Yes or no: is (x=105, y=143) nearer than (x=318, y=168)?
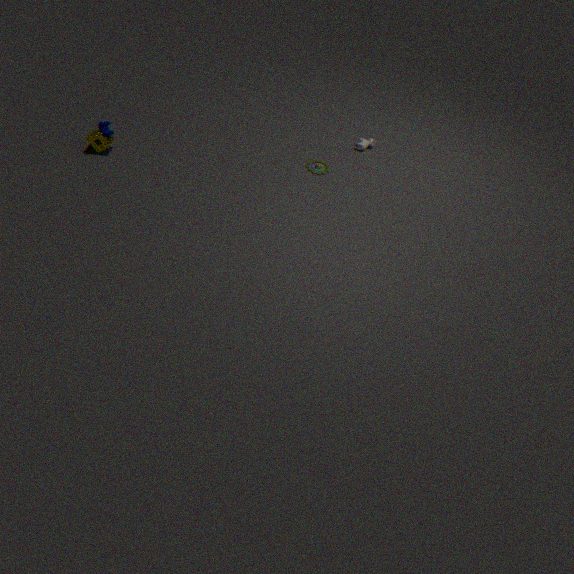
Yes
